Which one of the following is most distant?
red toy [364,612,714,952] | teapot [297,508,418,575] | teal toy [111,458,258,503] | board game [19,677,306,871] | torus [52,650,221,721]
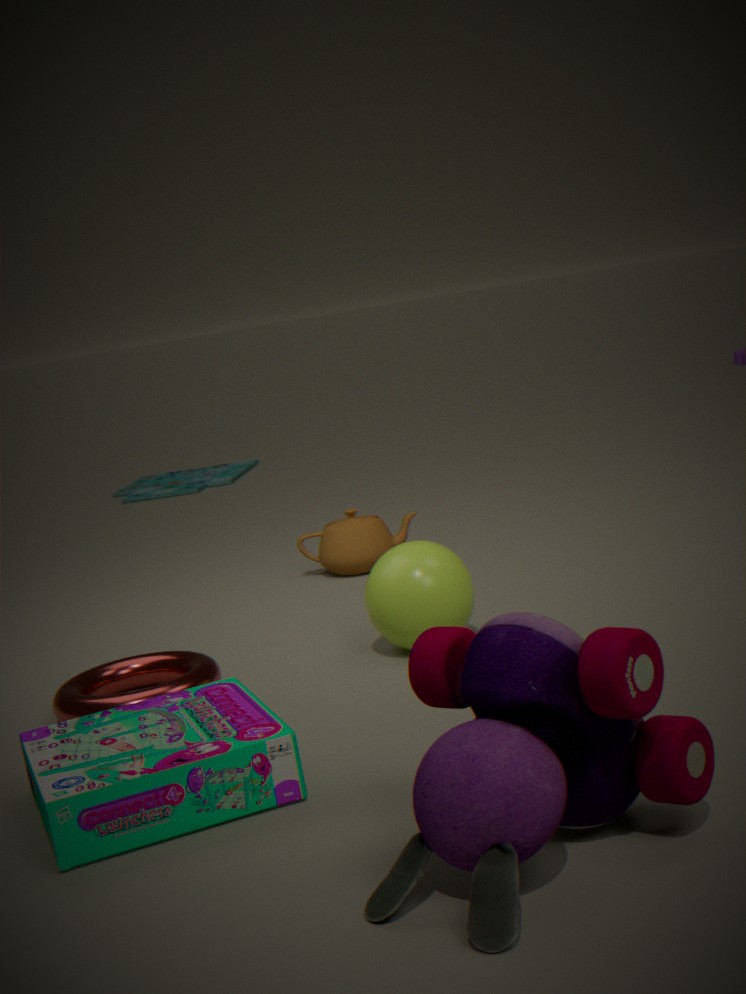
teal toy [111,458,258,503]
